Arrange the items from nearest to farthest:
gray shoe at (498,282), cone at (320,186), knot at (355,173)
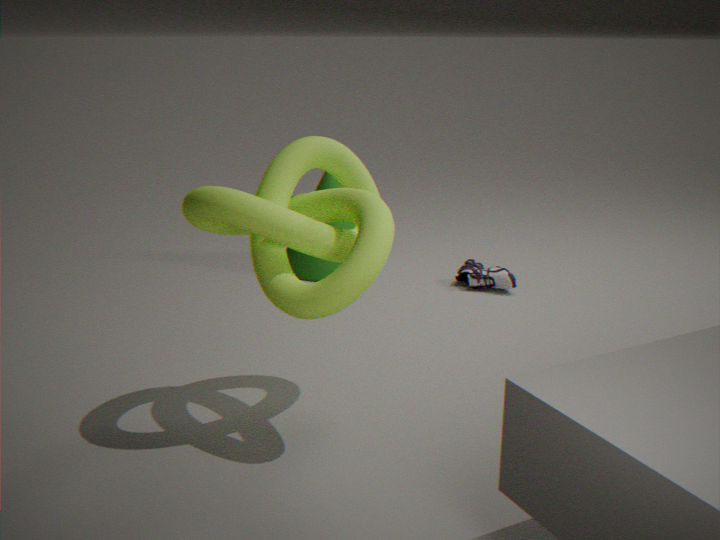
knot at (355,173)
gray shoe at (498,282)
cone at (320,186)
